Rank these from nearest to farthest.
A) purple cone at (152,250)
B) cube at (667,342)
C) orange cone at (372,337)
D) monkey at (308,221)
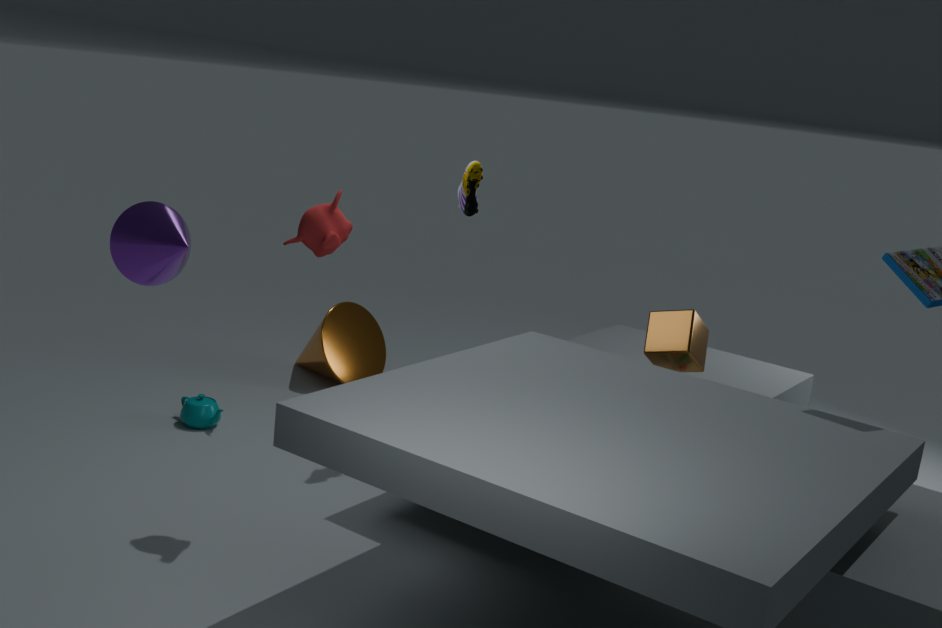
purple cone at (152,250) → monkey at (308,221) → cube at (667,342) → orange cone at (372,337)
